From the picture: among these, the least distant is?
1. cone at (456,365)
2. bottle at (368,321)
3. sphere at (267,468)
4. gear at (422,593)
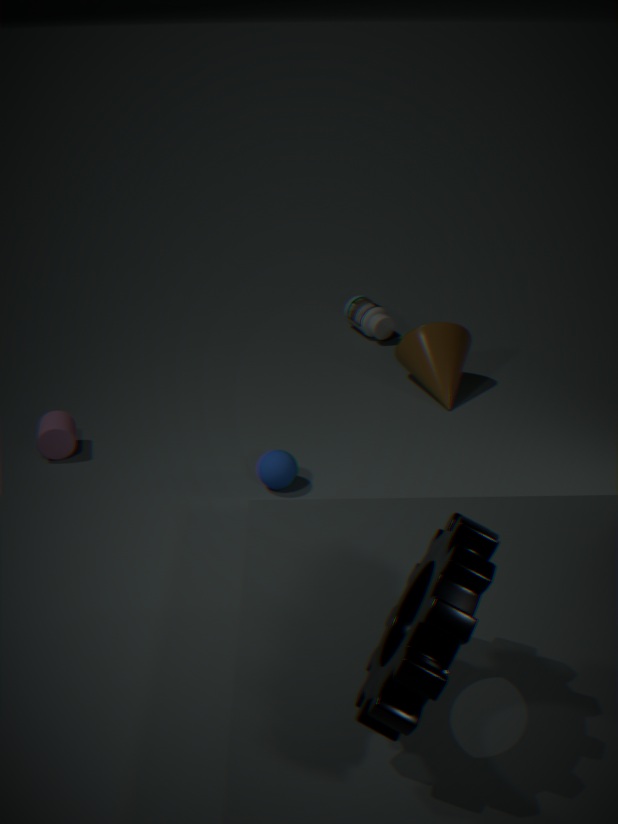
gear at (422,593)
